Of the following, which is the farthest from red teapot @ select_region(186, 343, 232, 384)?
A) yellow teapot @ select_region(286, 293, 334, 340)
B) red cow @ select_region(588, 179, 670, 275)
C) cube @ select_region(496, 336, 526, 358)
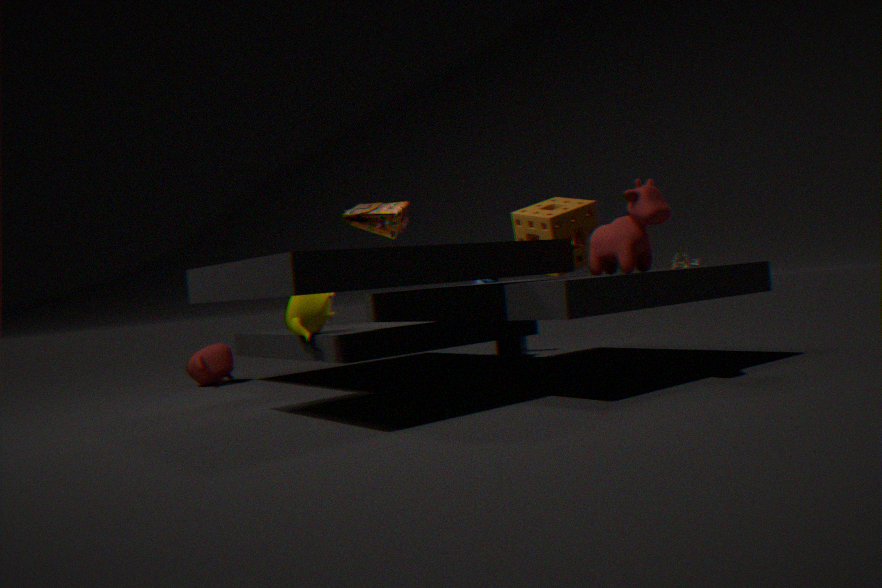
red cow @ select_region(588, 179, 670, 275)
